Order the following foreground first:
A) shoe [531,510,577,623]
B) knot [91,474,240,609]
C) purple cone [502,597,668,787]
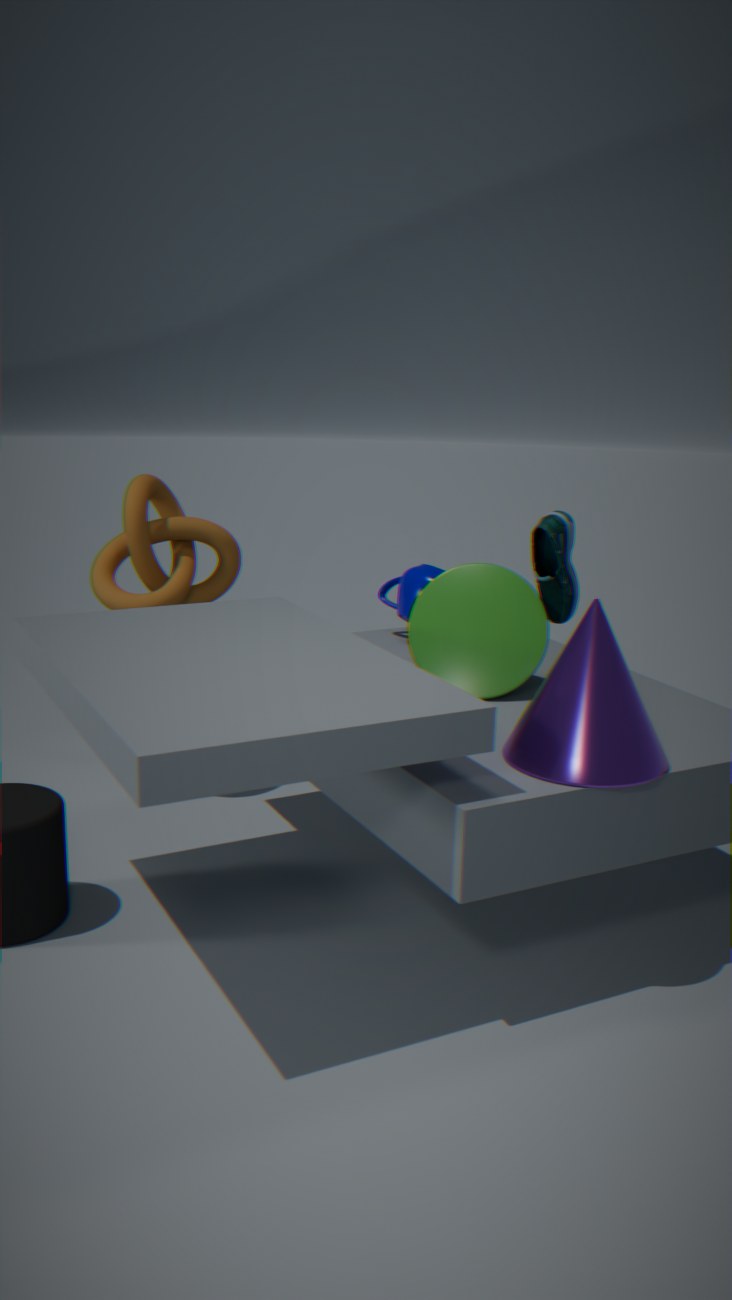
purple cone [502,597,668,787]
shoe [531,510,577,623]
knot [91,474,240,609]
